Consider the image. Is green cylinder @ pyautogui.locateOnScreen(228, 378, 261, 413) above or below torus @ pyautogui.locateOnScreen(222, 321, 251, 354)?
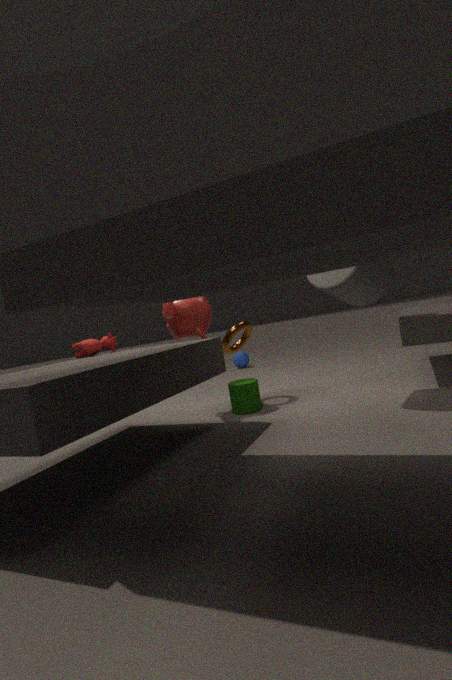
below
